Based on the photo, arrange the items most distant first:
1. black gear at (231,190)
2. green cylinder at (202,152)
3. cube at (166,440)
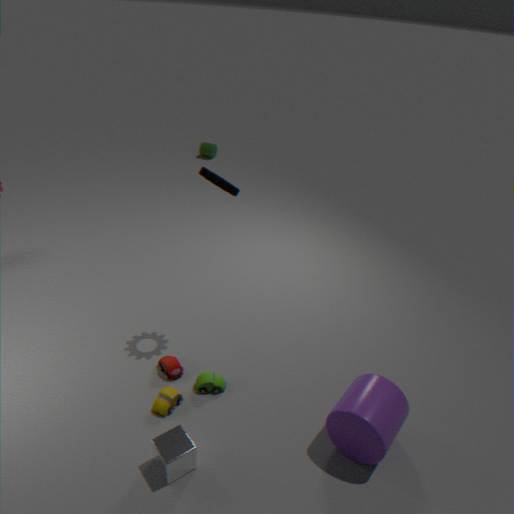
1. green cylinder at (202,152)
2. black gear at (231,190)
3. cube at (166,440)
